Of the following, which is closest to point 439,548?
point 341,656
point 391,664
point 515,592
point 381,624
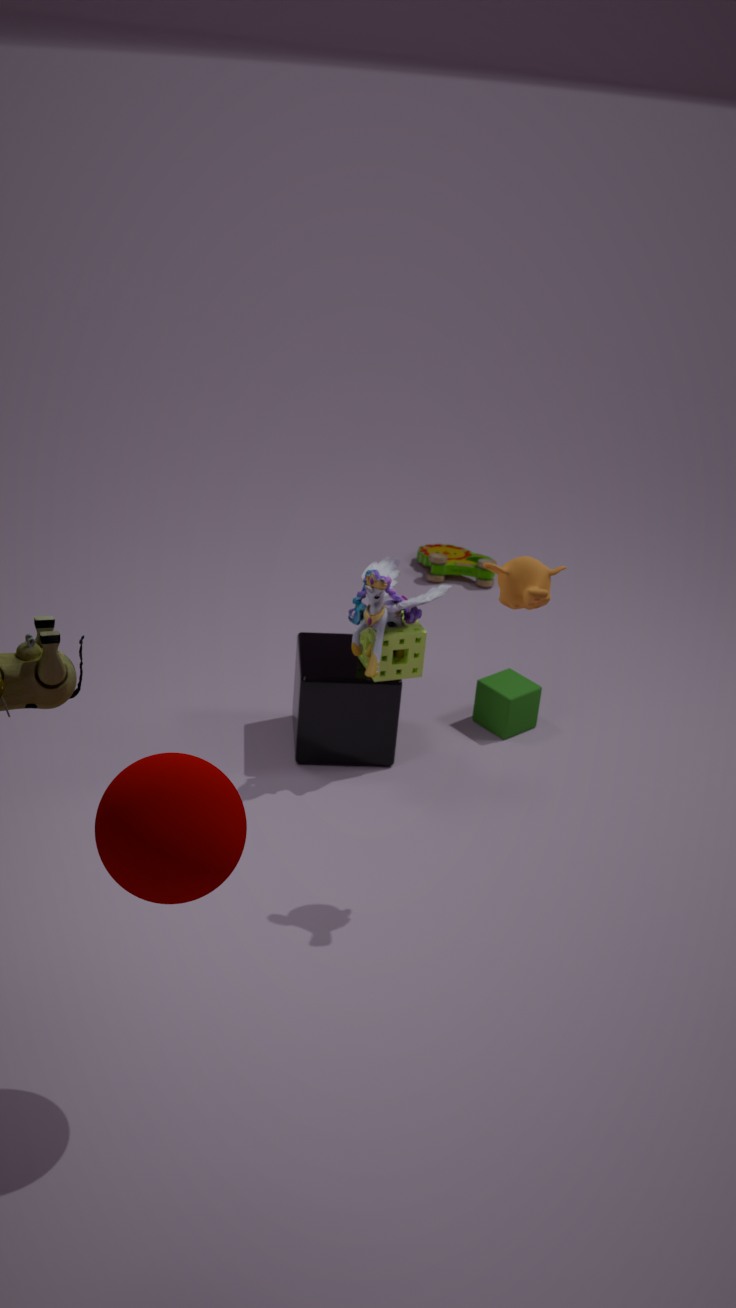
point 341,656
